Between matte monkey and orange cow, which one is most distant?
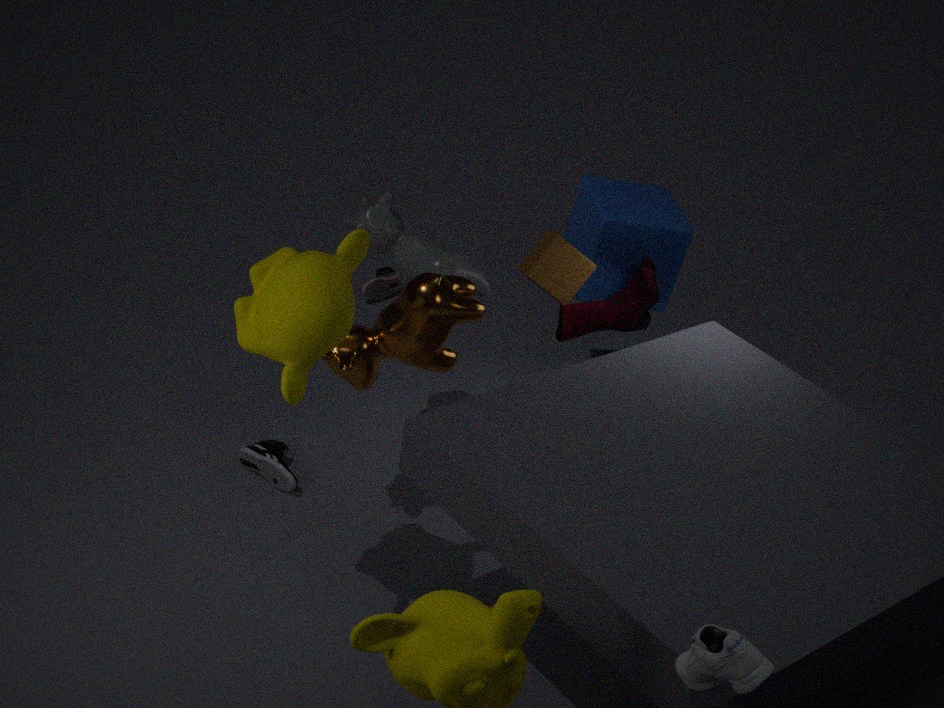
orange cow
